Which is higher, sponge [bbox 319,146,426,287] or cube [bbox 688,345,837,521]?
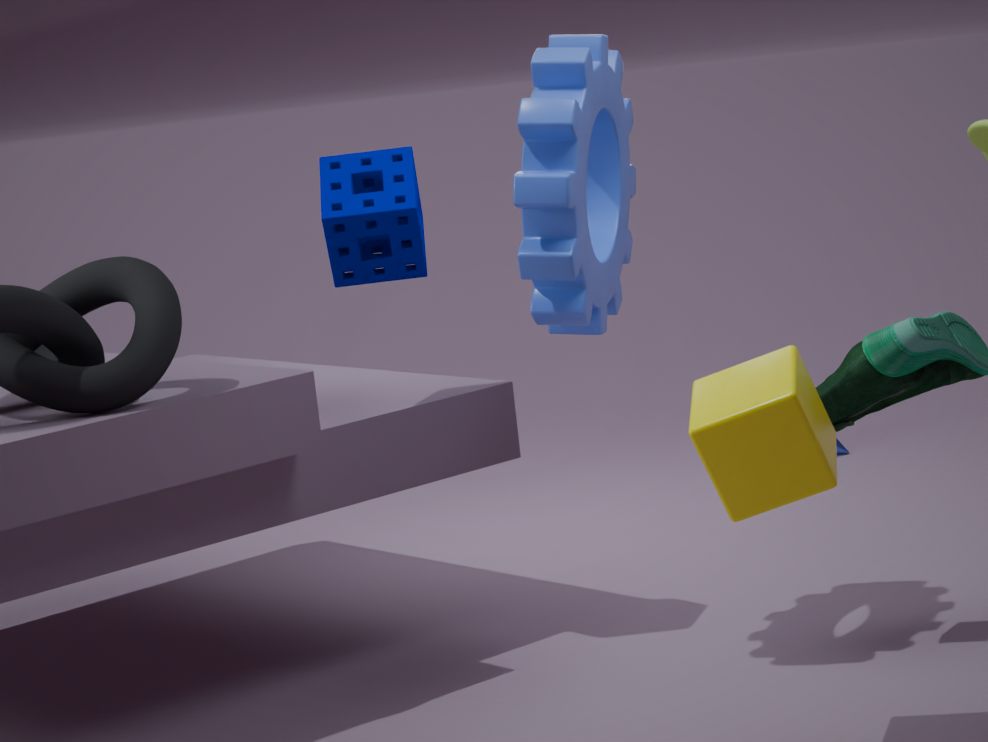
sponge [bbox 319,146,426,287]
